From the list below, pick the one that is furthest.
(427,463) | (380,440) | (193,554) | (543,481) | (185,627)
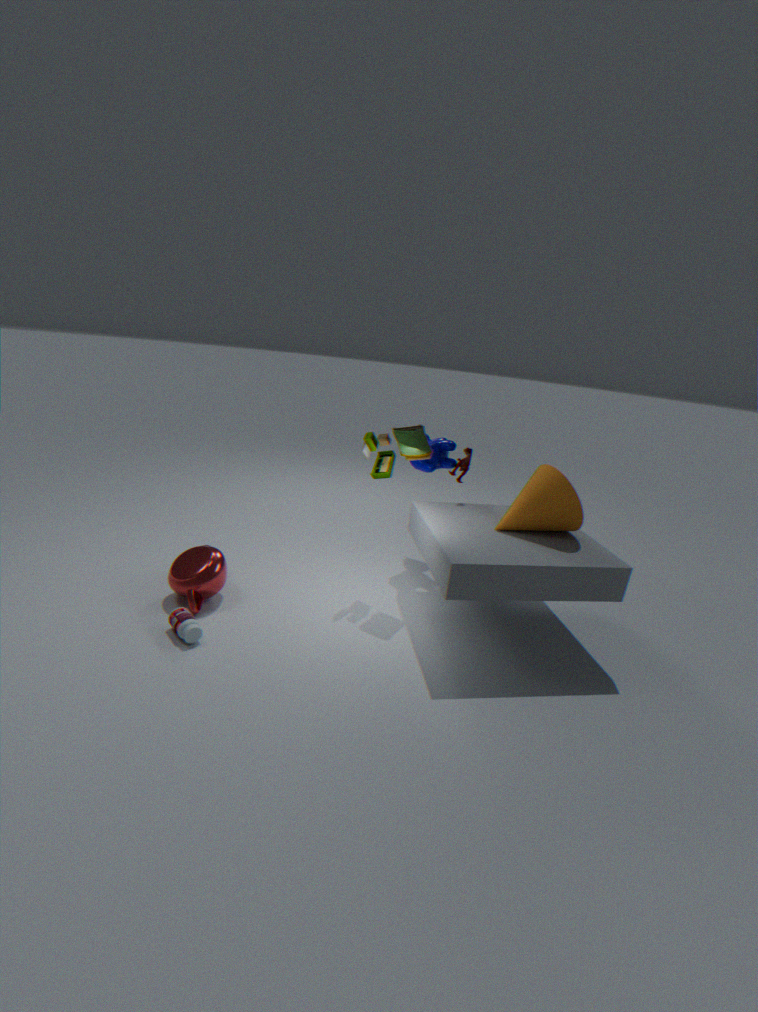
(427,463)
